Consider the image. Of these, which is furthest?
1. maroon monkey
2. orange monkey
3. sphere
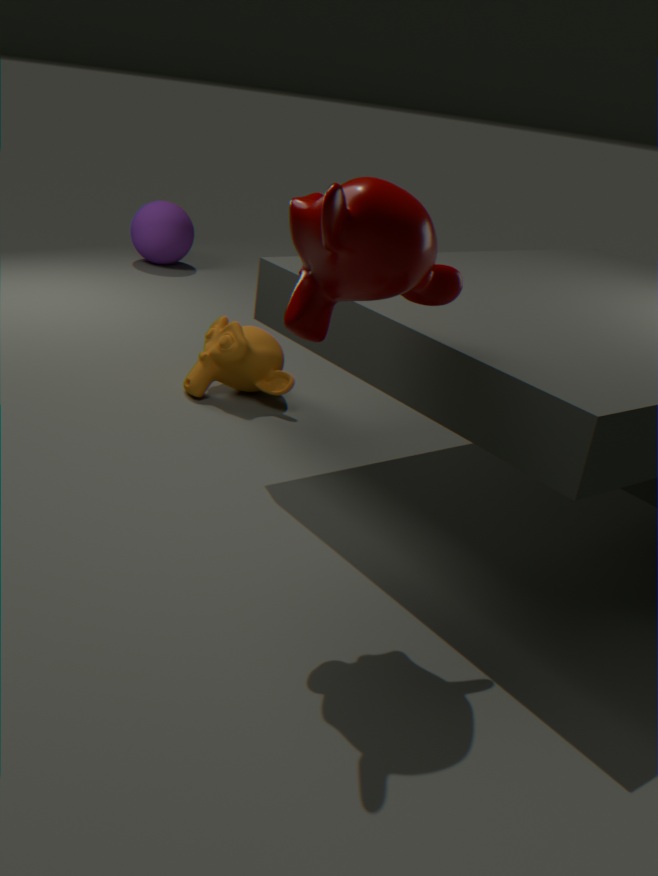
sphere
